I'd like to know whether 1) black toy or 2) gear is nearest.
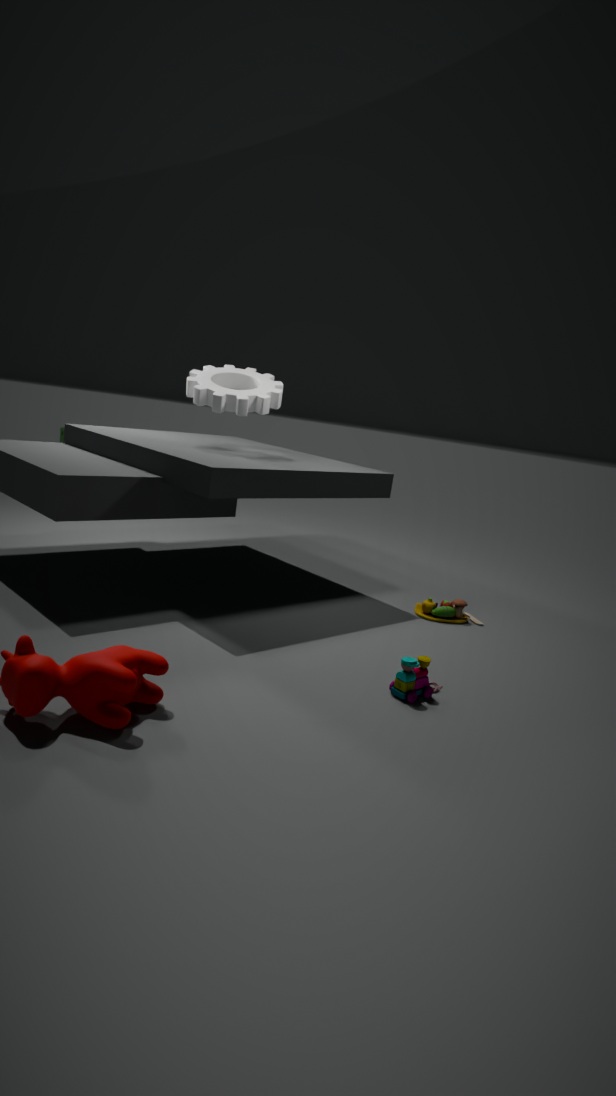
1. black toy
